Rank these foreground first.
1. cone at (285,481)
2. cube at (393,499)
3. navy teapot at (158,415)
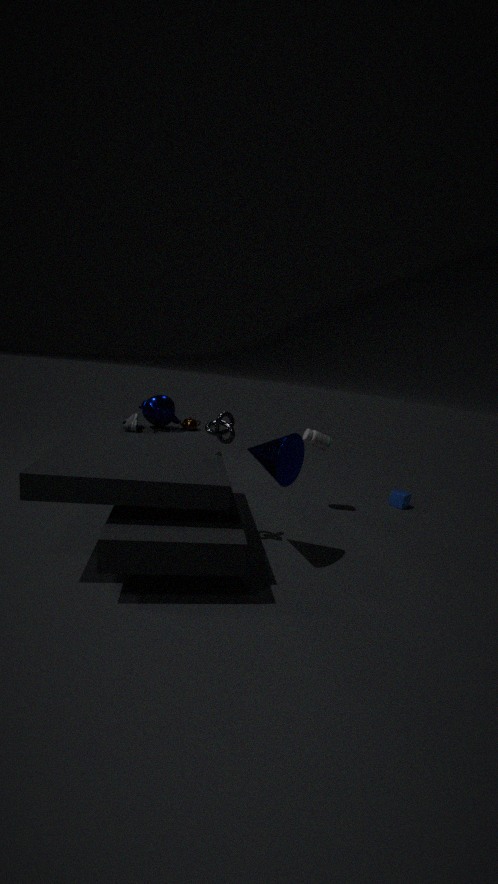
cone at (285,481)
navy teapot at (158,415)
cube at (393,499)
